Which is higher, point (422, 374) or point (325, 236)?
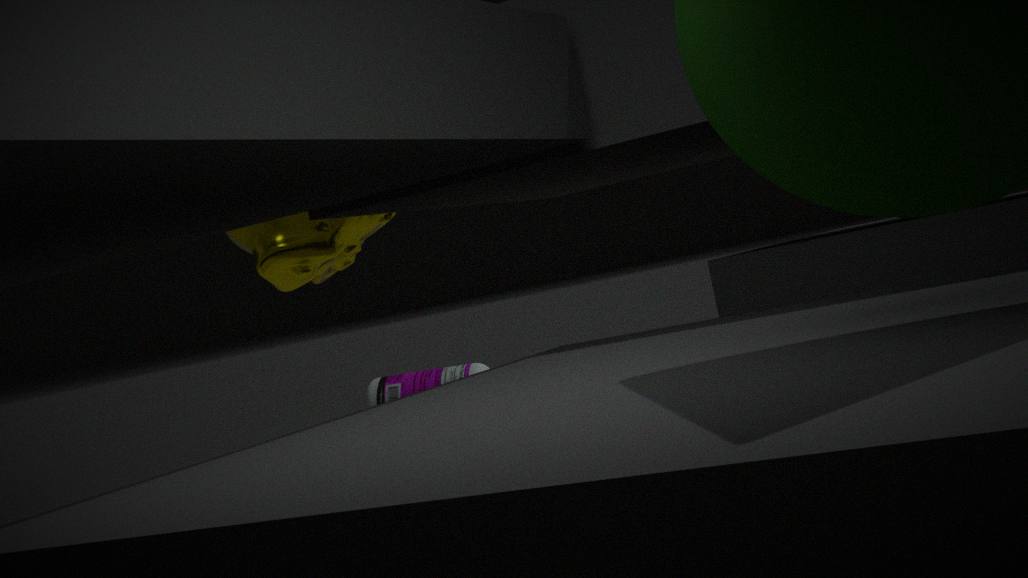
point (325, 236)
